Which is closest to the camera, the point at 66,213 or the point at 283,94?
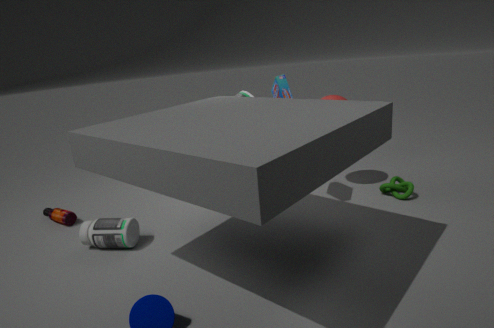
the point at 283,94
